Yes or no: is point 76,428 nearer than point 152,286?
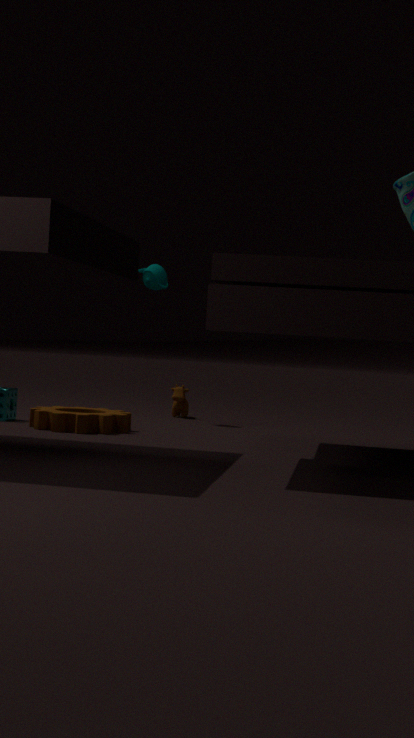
Yes
